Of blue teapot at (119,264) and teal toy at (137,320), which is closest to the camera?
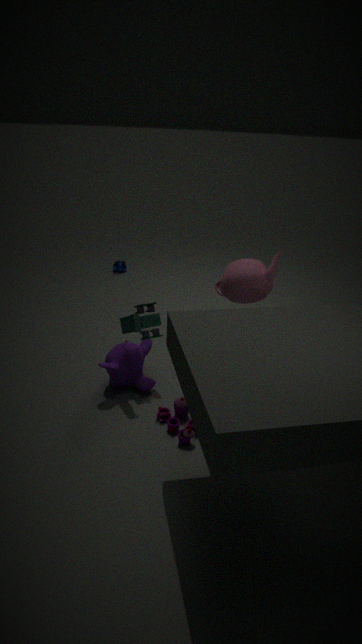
teal toy at (137,320)
